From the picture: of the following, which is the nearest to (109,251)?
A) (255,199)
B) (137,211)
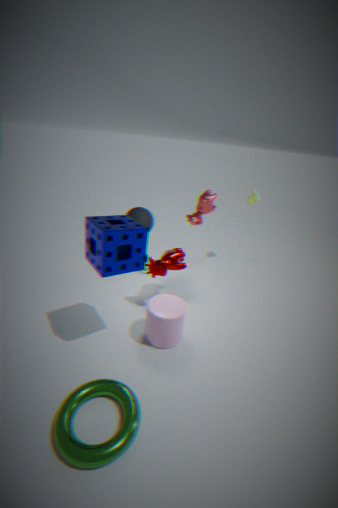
(137,211)
